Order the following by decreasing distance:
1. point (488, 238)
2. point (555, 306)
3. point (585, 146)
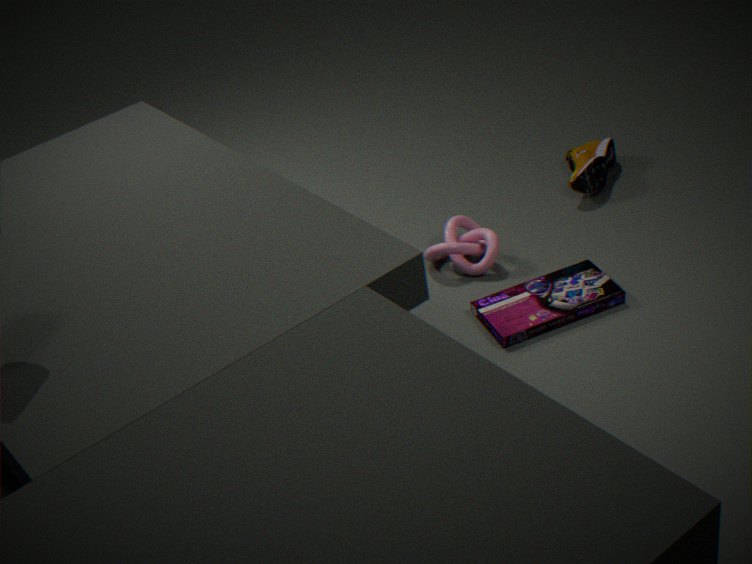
1. point (585, 146)
2. point (488, 238)
3. point (555, 306)
